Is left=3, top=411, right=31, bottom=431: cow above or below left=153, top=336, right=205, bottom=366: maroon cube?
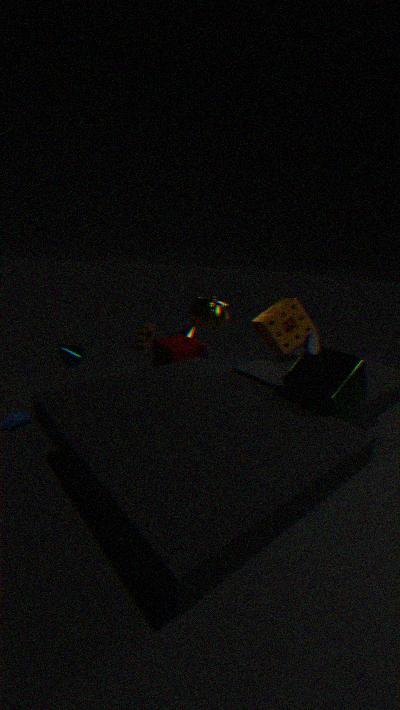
below
